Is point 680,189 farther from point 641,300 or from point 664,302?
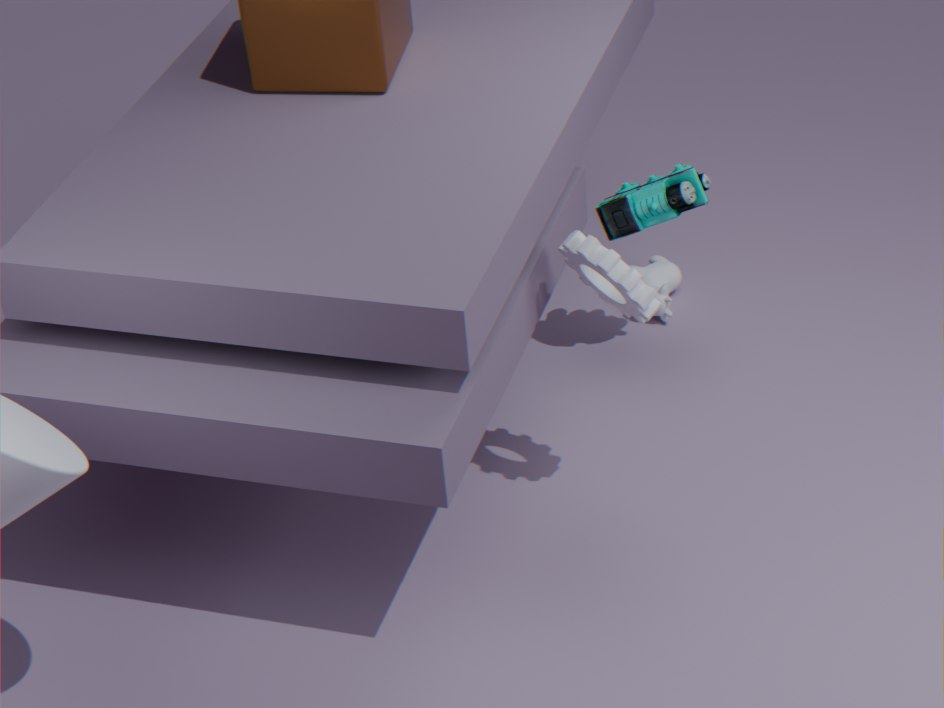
point 641,300
